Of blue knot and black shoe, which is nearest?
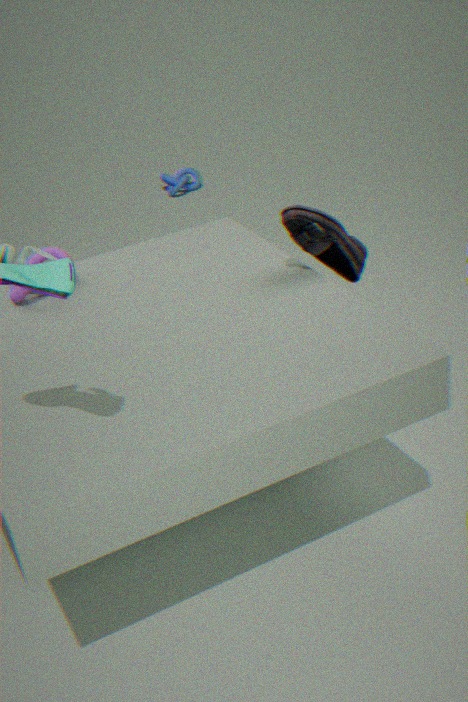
black shoe
